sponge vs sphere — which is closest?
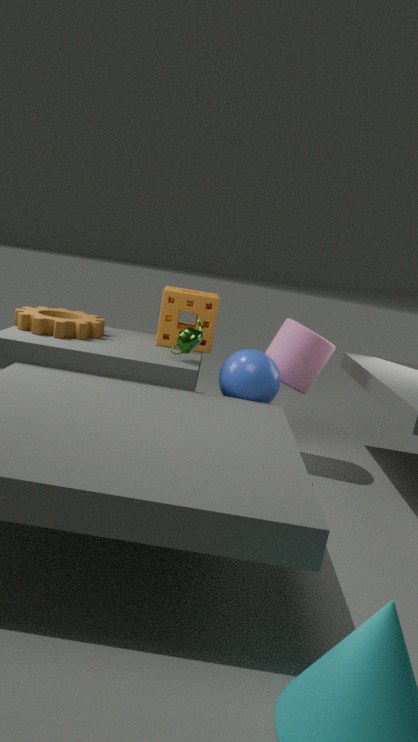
sphere
